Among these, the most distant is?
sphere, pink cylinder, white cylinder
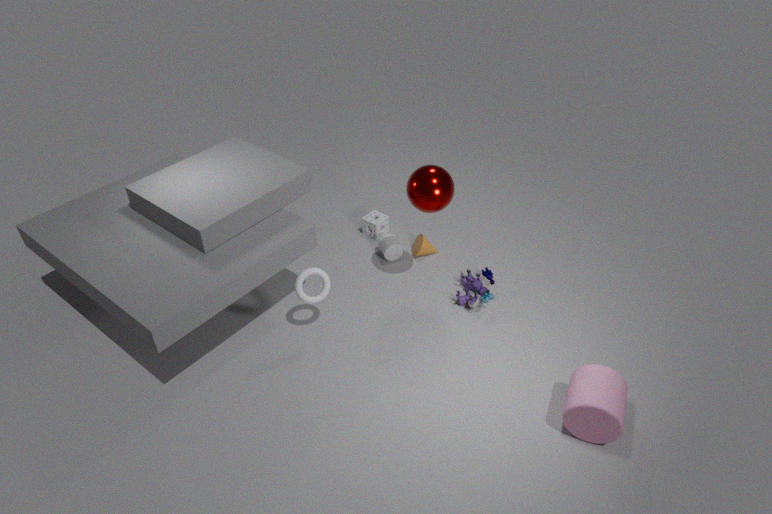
white cylinder
